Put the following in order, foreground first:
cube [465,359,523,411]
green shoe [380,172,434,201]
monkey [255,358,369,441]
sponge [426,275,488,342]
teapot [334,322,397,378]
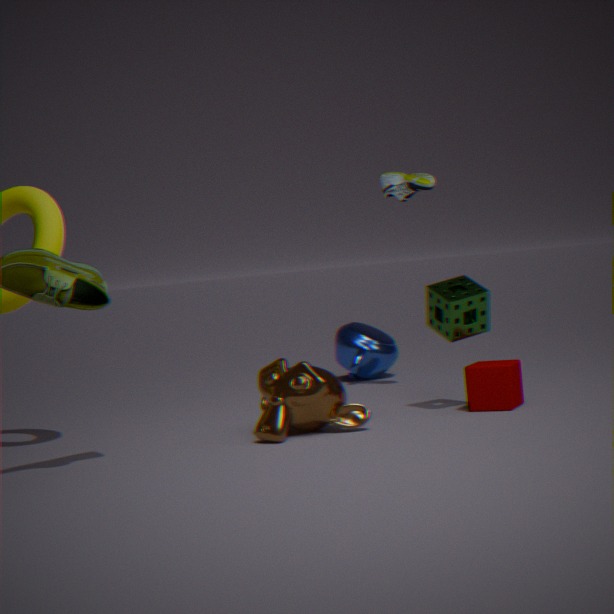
monkey [255,358,369,441] → cube [465,359,523,411] → sponge [426,275,488,342] → green shoe [380,172,434,201] → teapot [334,322,397,378]
